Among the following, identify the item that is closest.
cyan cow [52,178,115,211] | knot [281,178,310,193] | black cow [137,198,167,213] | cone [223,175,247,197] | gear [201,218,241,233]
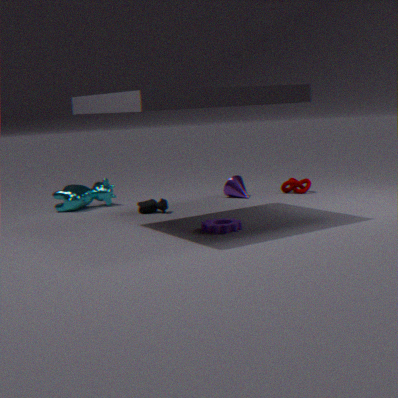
gear [201,218,241,233]
